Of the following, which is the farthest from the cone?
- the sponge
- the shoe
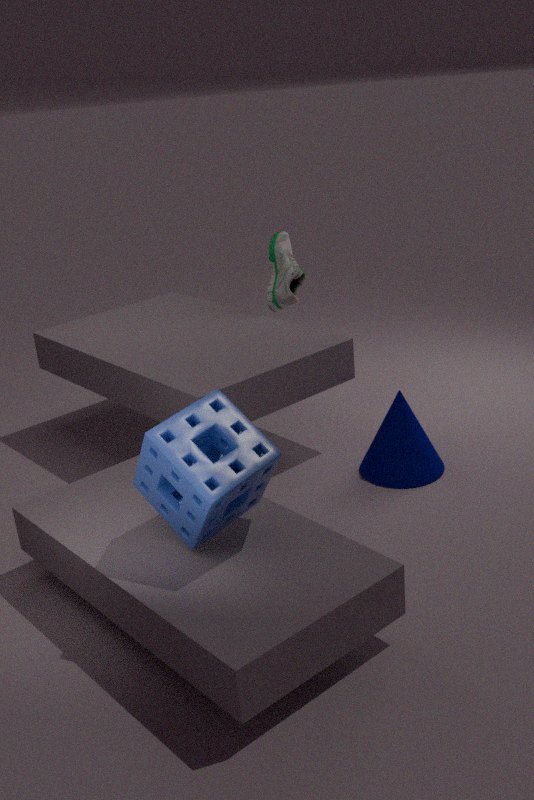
the sponge
